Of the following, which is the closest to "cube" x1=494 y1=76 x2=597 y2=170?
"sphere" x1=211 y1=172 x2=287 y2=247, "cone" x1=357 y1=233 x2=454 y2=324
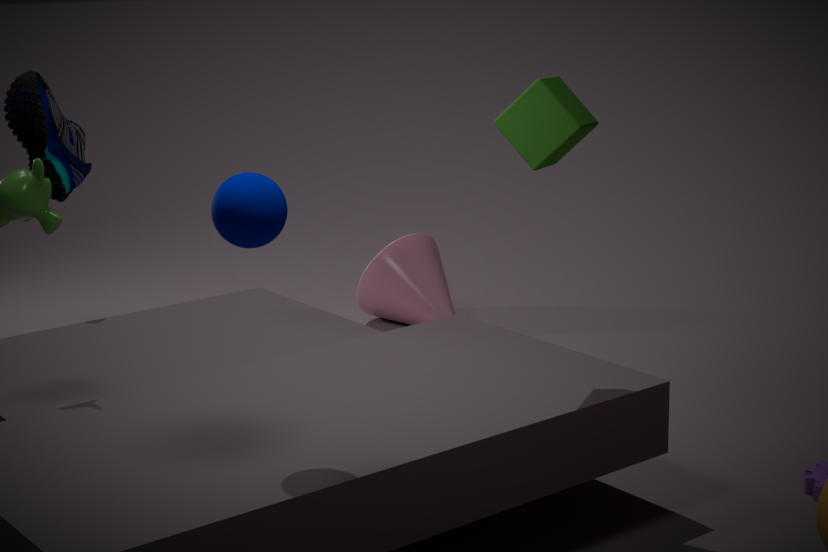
"sphere" x1=211 y1=172 x2=287 y2=247
